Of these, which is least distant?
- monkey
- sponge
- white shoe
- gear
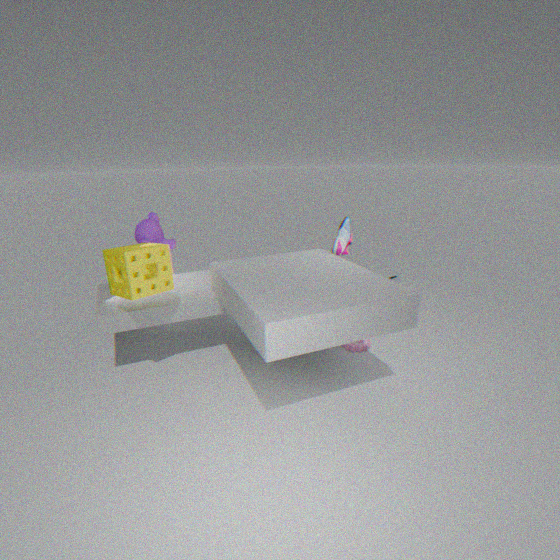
sponge
